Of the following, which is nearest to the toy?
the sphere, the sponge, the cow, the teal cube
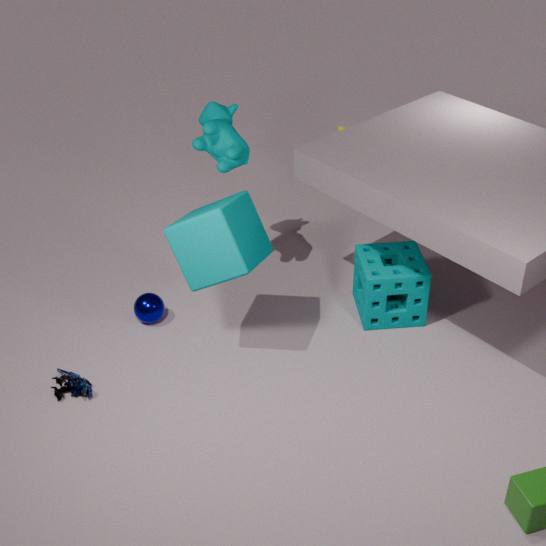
the sphere
